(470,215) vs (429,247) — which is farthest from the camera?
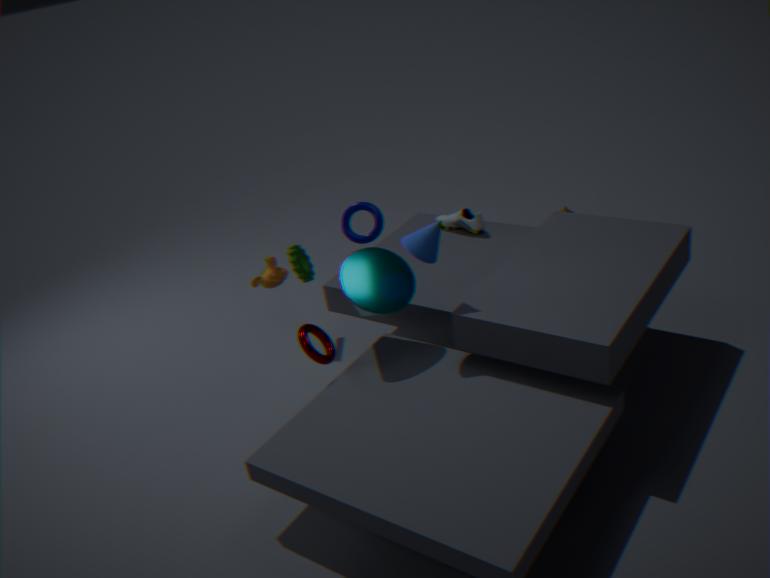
(470,215)
